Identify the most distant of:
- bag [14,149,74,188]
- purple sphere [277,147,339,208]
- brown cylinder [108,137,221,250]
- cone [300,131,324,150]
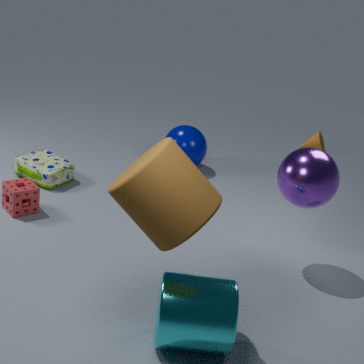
cone [300,131,324,150]
